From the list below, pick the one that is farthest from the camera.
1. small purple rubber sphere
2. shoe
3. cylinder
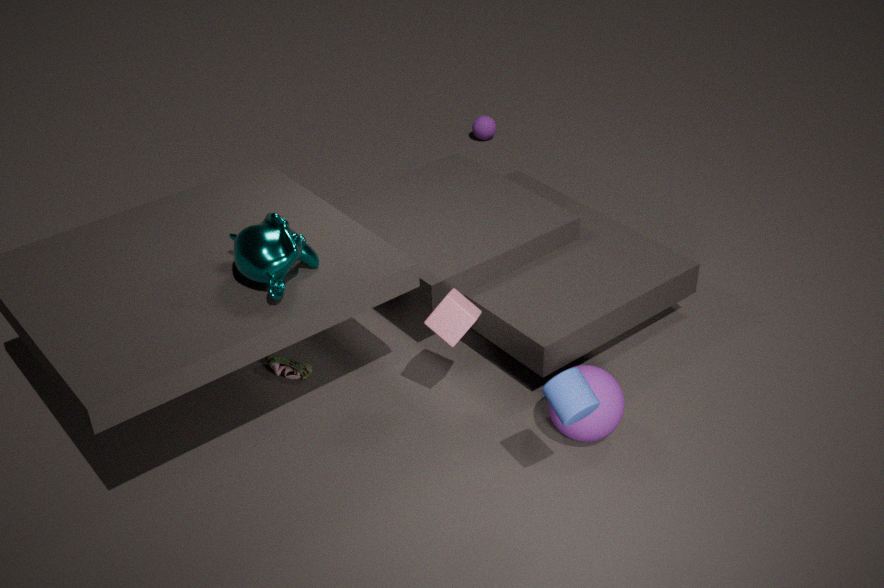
small purple rubber sphere
